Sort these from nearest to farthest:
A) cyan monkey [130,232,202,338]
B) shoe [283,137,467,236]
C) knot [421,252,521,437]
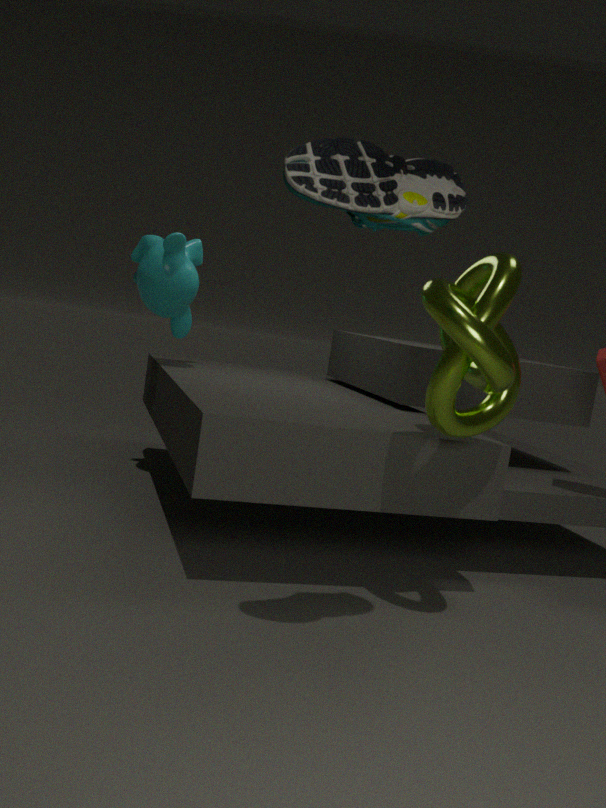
Answer: shoe [283,137,467,236], knot [421,252,521,437], cyan monkey [130,232,202,338]
